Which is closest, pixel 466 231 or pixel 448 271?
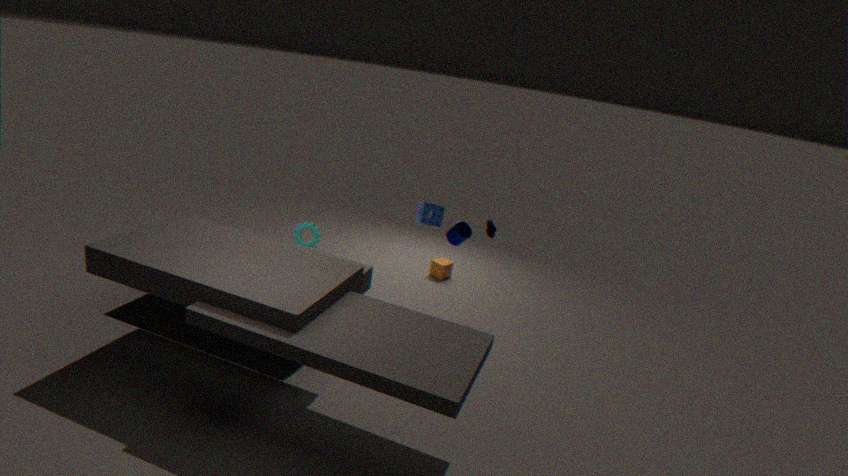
pixel 466 231
